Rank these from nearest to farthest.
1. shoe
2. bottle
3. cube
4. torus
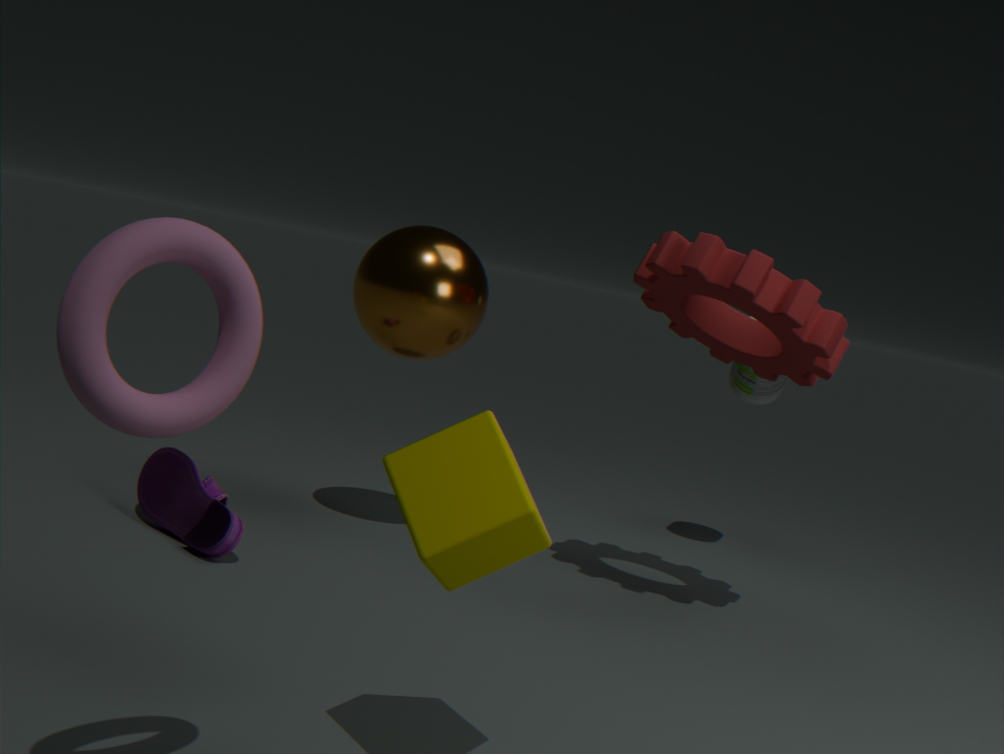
torus
cube
shoe
bottle
